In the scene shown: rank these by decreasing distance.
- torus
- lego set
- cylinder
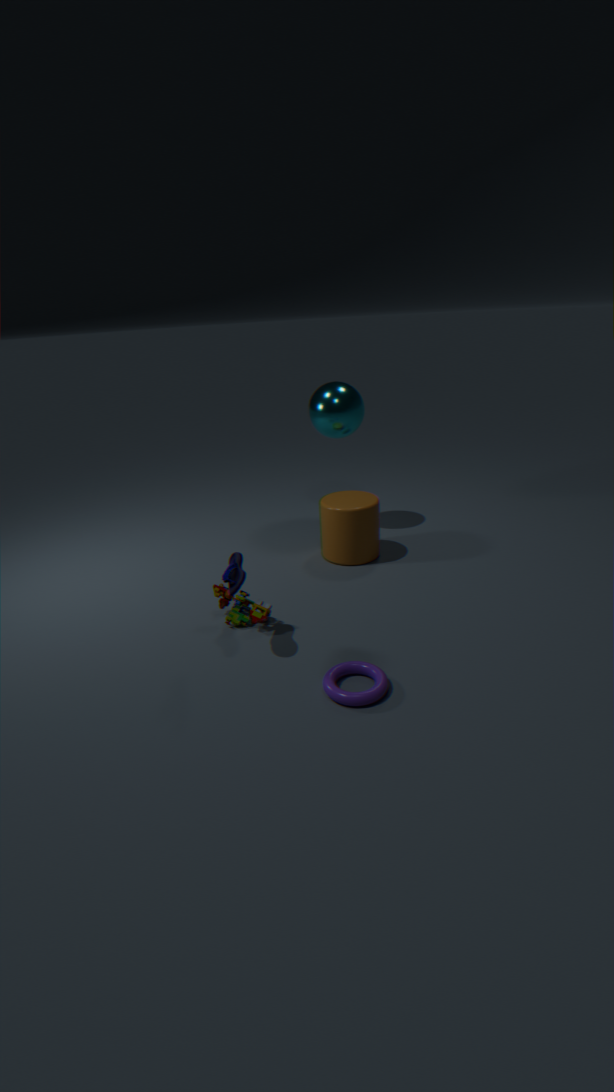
cylinder
lego set
torus
